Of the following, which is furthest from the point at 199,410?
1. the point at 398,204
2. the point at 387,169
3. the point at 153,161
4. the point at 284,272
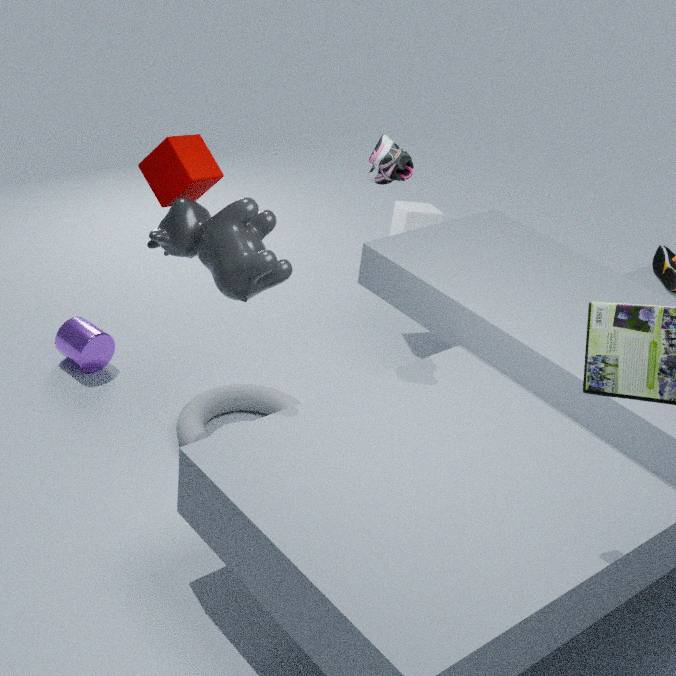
the point at 398,204
